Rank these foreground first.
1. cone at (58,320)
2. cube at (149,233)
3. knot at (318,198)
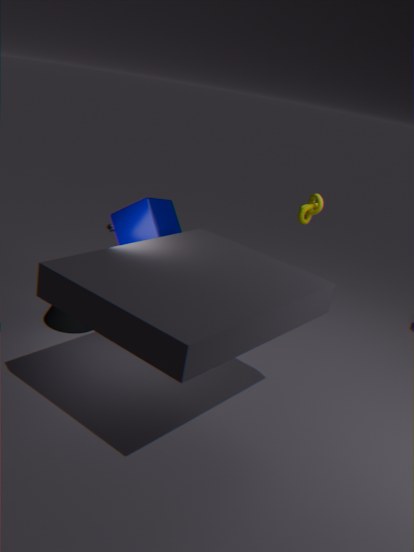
cube at (149,233) < cone at (58,320) < knot at (318,198)
